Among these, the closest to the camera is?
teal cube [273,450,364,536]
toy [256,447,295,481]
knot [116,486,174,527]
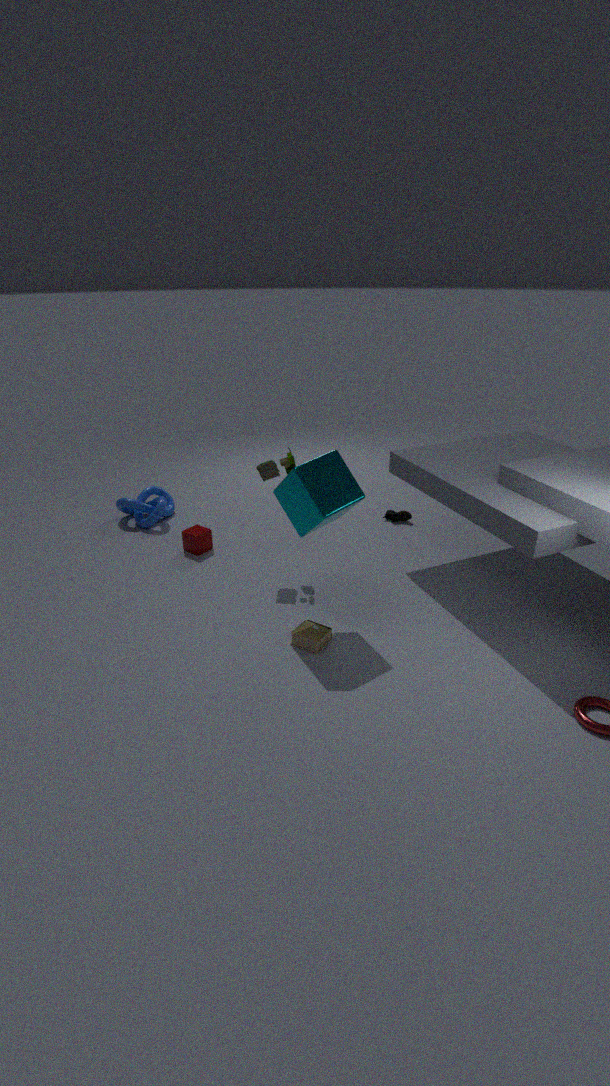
teal cube [273,450,364,536]
